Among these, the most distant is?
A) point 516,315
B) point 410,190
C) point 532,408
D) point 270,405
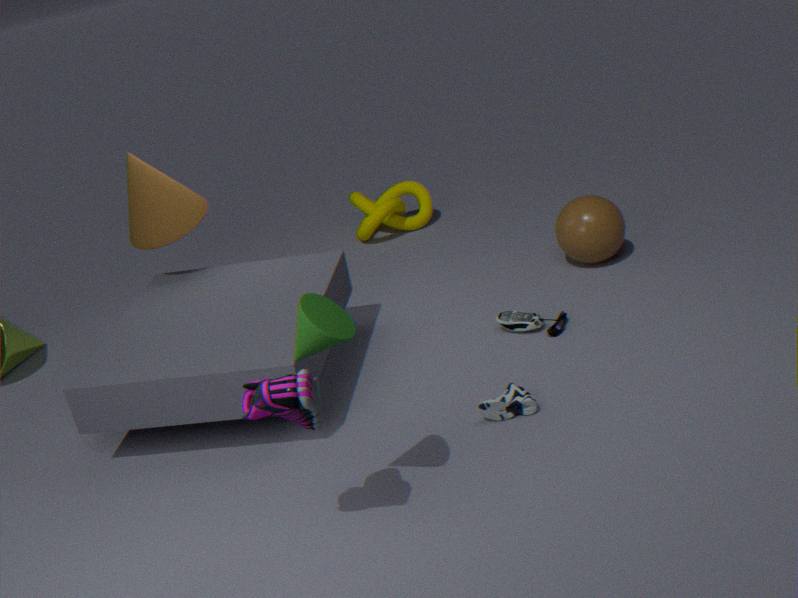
point 410,190
